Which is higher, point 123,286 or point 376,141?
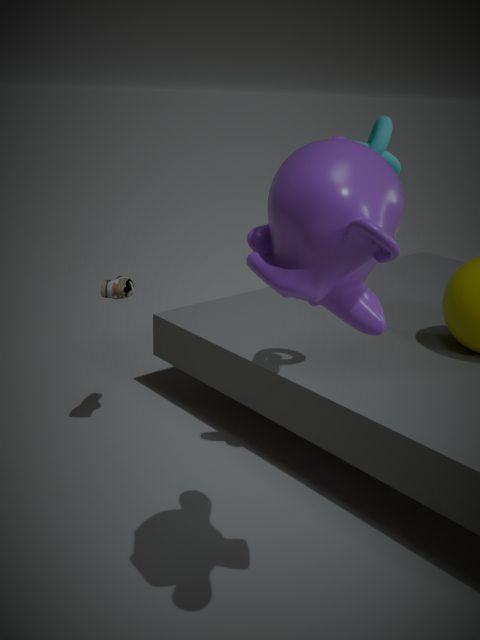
point 376,141
